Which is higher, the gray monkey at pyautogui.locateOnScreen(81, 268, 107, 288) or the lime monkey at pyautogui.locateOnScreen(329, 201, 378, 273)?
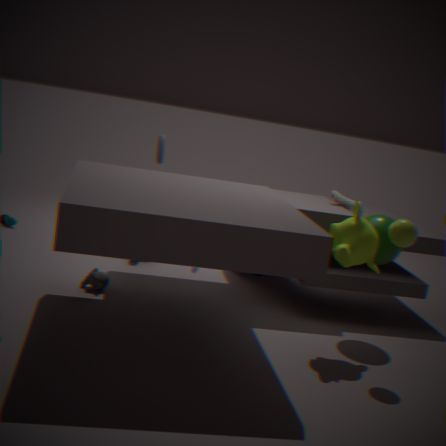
the lime monkey at pyautogui.locateOnScreen(329, 201, 378, 273)
